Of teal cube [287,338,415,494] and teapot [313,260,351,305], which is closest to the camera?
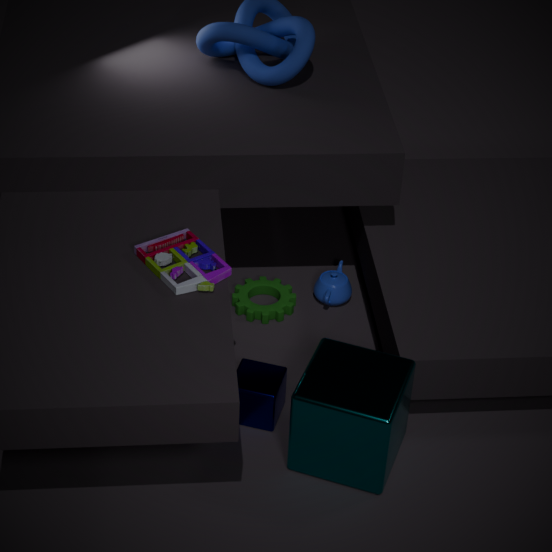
teal cube [287,338,415,494]
